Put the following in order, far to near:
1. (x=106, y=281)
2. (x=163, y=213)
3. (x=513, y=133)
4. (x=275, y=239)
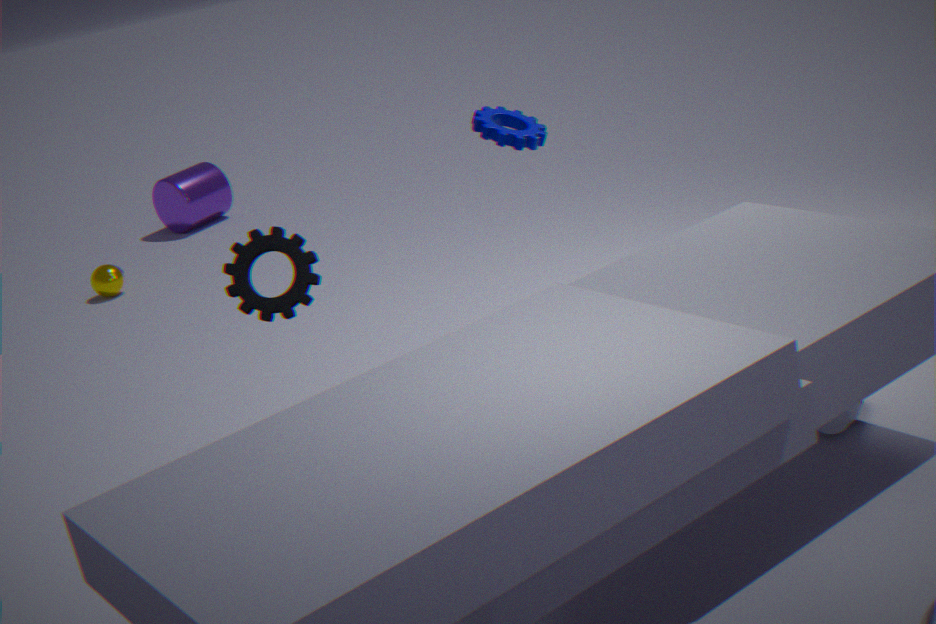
1. (x=163, y=213)
2. (x=106, y=281)
3. (x=513, y=133)
4. (x=275, y=239)
